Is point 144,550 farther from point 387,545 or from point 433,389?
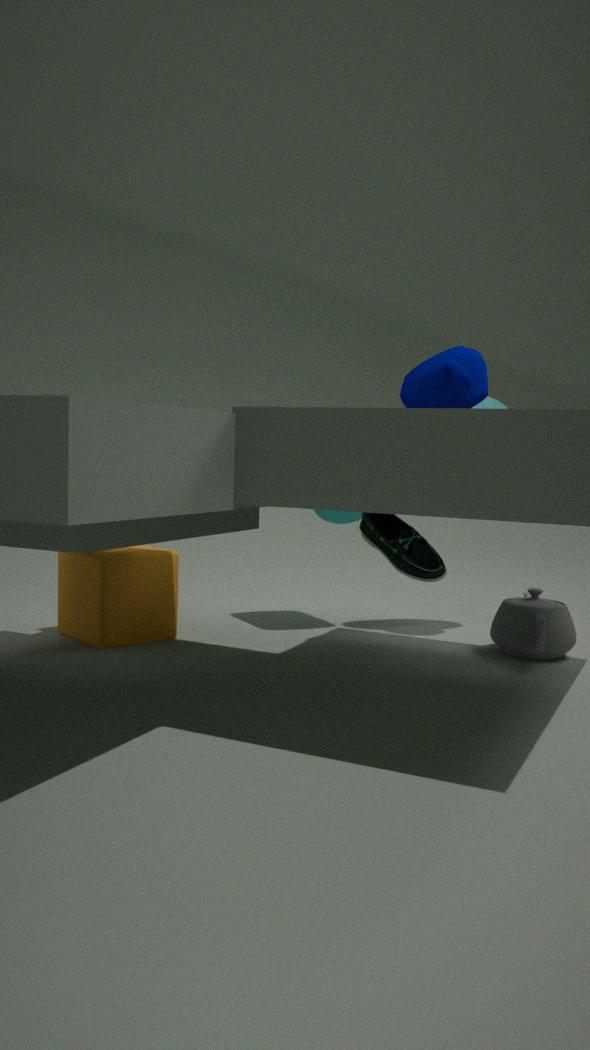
point 433,389
